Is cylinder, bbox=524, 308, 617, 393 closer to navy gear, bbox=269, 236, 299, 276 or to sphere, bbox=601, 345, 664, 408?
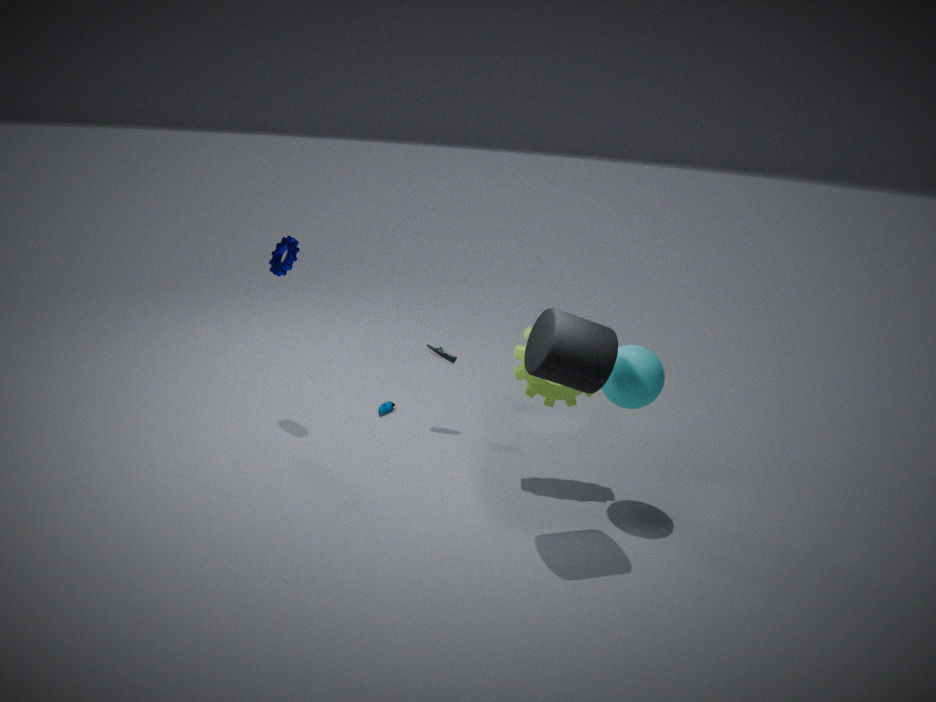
sphere, bbox=601, 345, 664, 408
